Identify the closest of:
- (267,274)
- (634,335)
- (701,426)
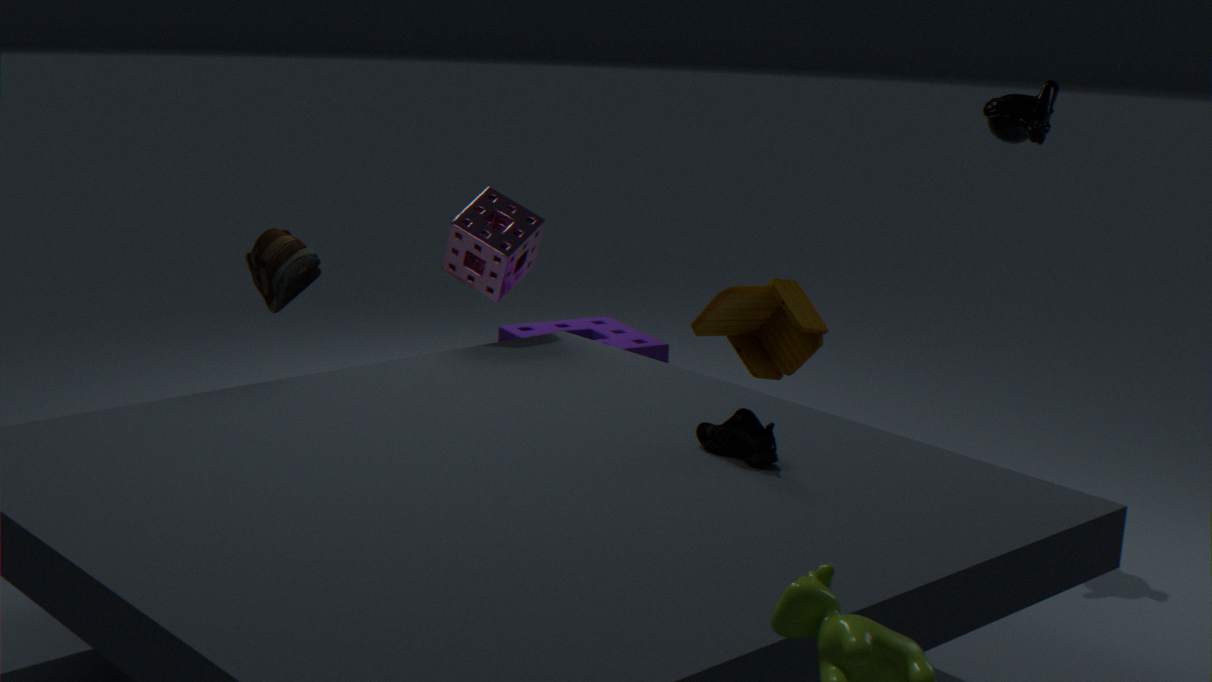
(701,426)
